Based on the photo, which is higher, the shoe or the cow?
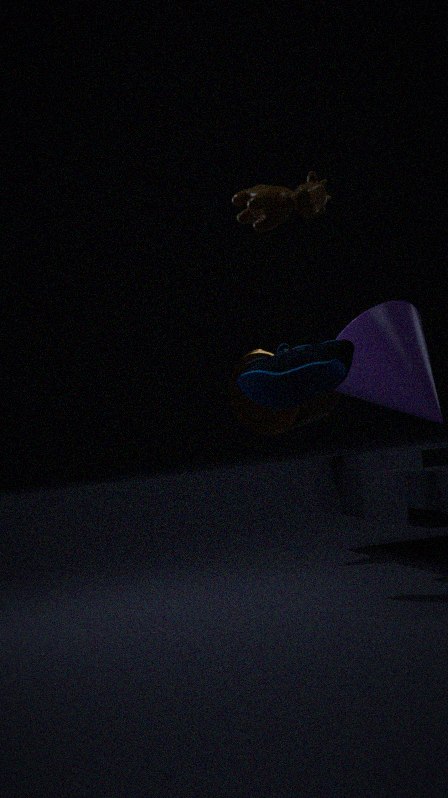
the cow
